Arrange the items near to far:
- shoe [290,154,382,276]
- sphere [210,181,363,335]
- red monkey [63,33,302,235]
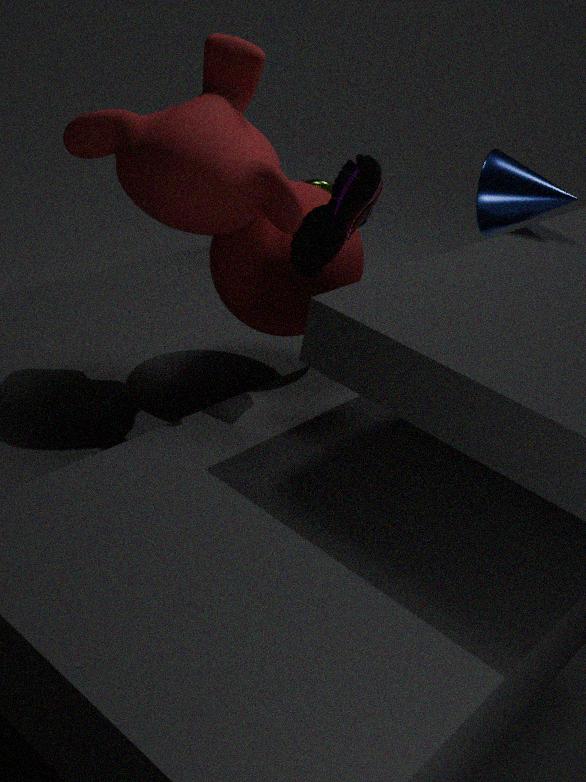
1. red monkey [63,33,302,235]
2. shoe [290,154,382,276]
3. sphere [210,181,363,335]
